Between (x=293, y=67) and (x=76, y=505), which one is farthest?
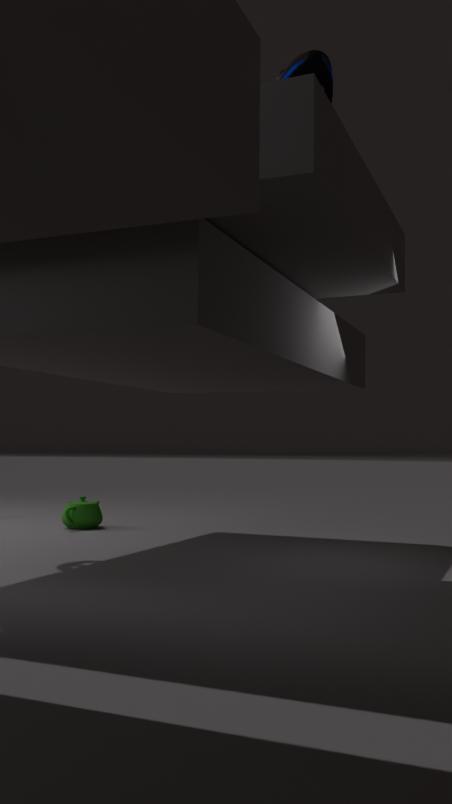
(x=76, y=505)
